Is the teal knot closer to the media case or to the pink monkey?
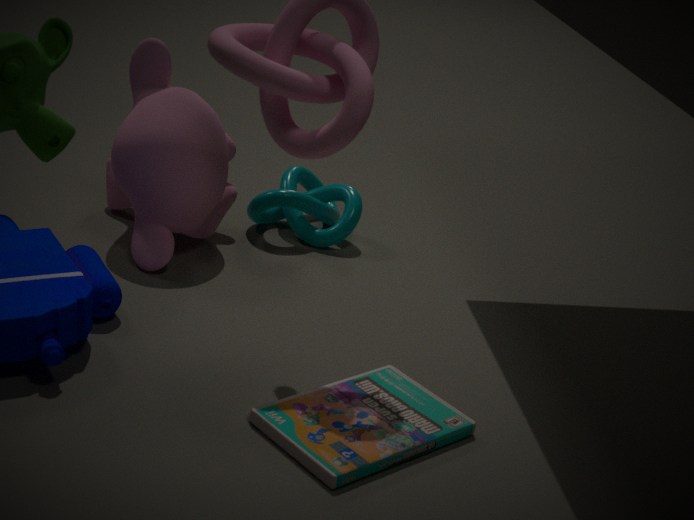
the pink monkey
